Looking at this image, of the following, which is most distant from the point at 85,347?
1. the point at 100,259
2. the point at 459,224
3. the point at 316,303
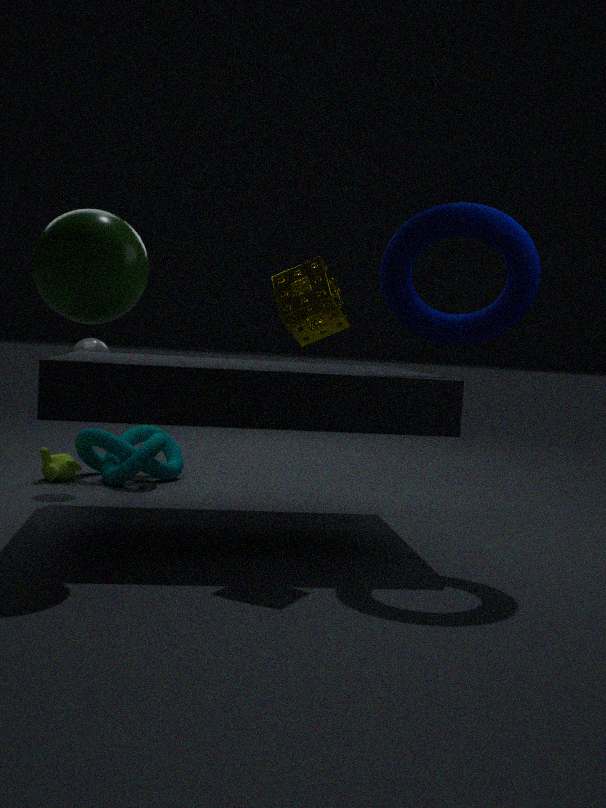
the point at 459,224
